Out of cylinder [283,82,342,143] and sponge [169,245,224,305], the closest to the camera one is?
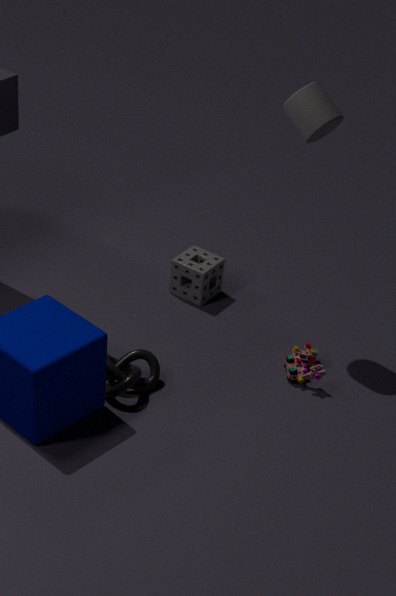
cylinder [283,82,342,143]
